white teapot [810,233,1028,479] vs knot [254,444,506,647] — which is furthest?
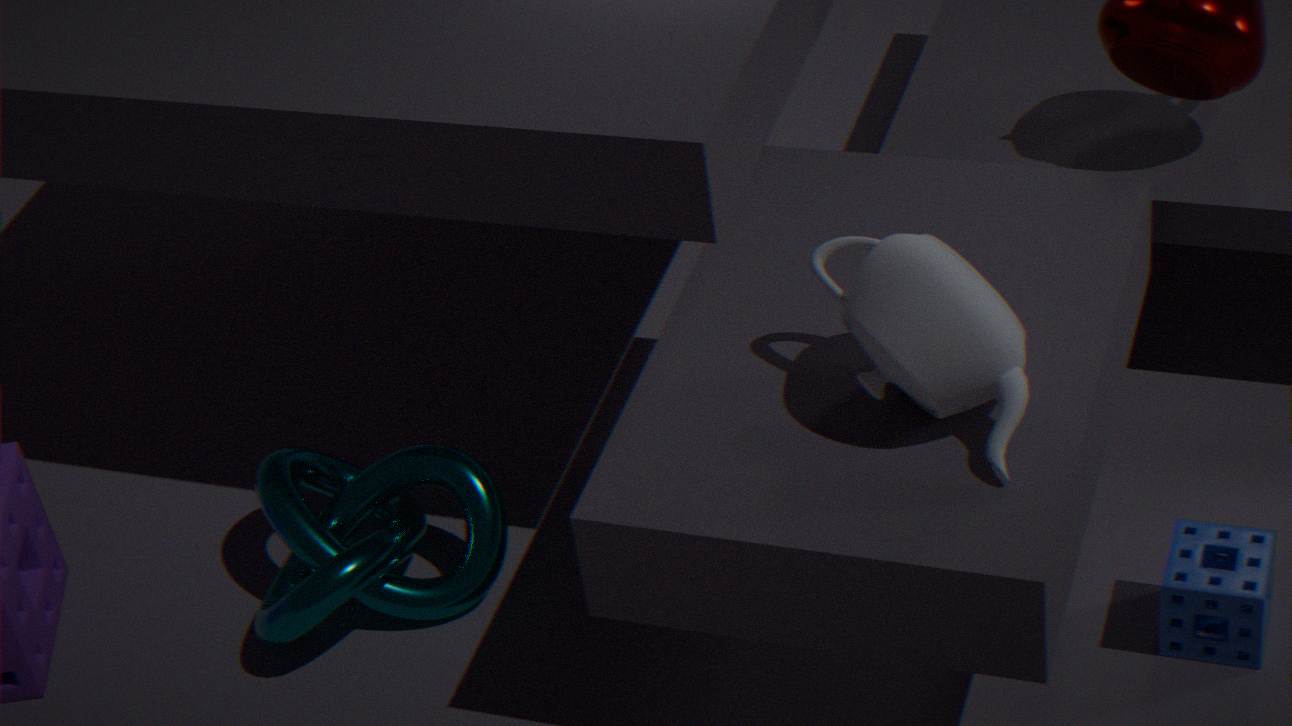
knot [254,444,506,647]
